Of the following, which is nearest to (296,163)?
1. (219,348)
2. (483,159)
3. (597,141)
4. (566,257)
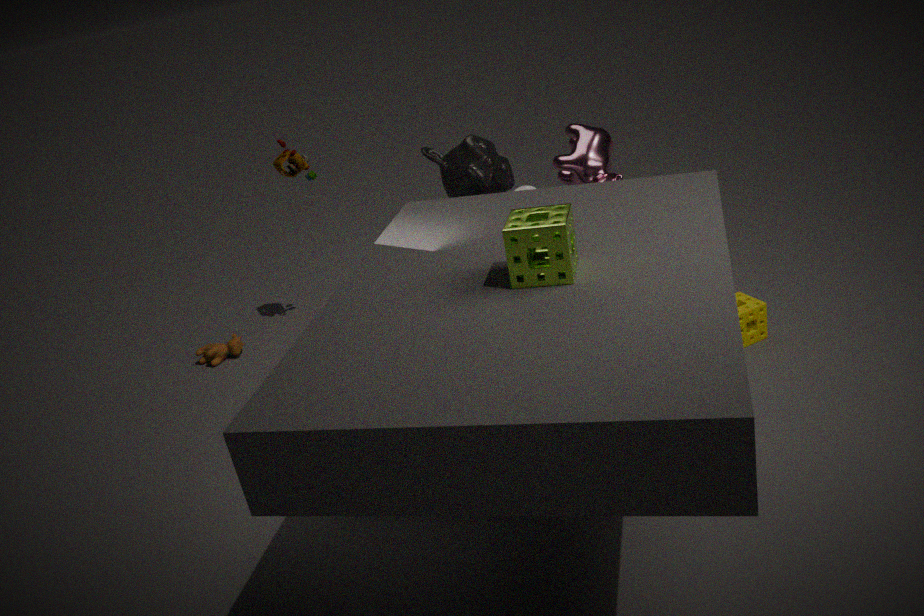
(219,348)
